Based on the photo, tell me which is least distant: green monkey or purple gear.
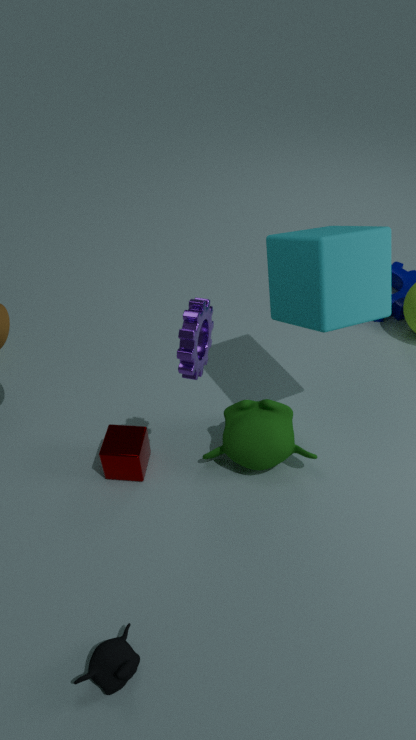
purple gear
